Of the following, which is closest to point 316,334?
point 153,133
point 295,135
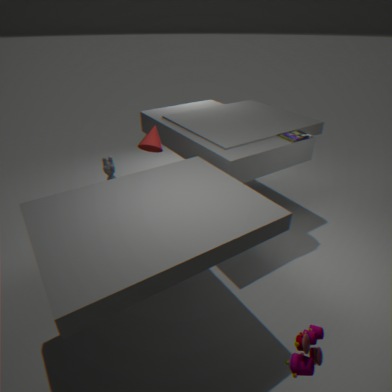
point 295,135
